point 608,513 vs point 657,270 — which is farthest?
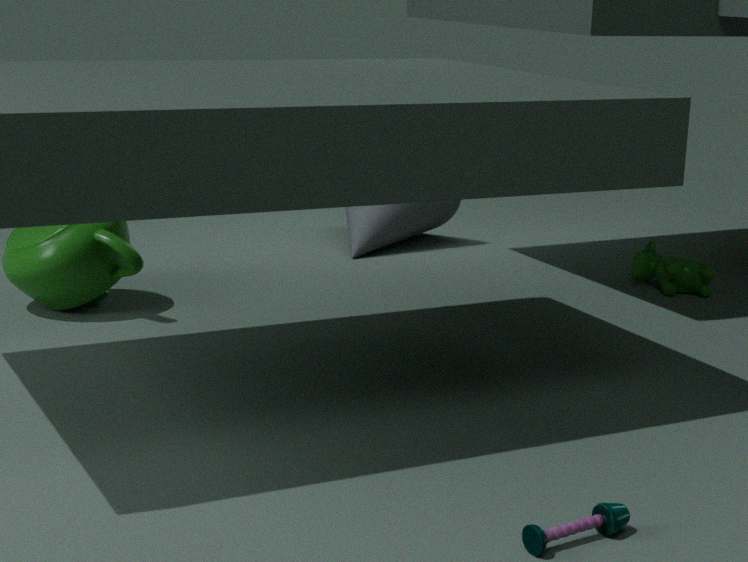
point 657,270
